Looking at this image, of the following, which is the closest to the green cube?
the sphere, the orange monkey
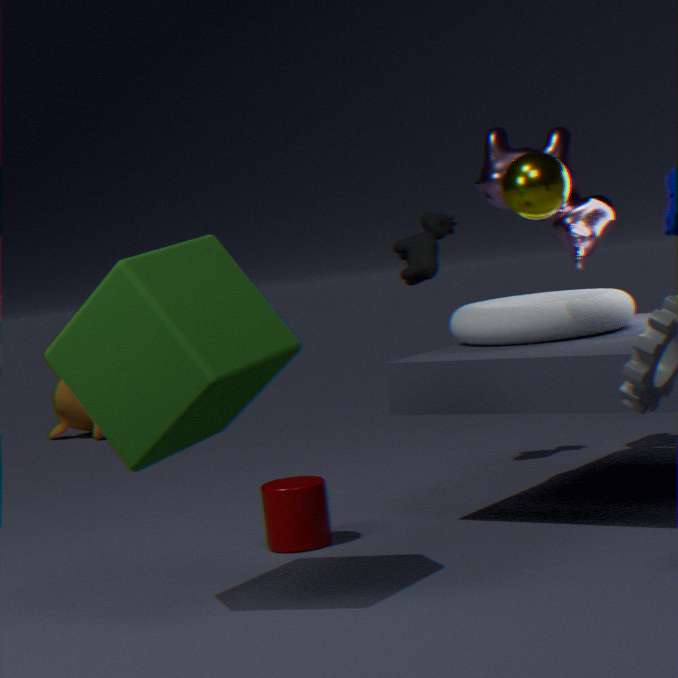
the sphere
